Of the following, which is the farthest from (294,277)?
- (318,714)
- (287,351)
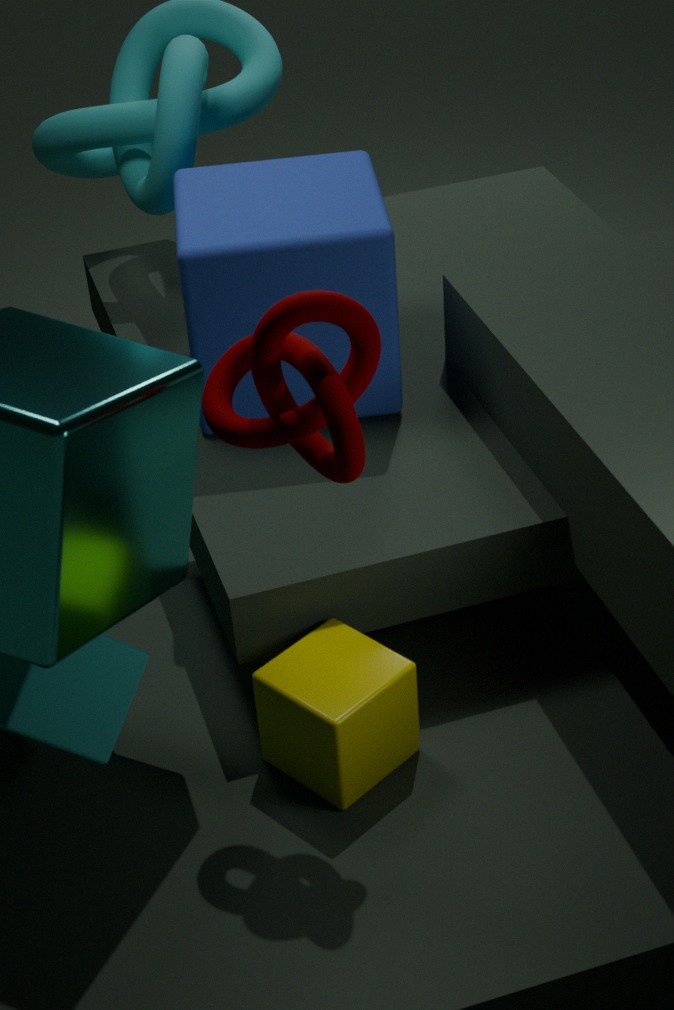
(318,714)
